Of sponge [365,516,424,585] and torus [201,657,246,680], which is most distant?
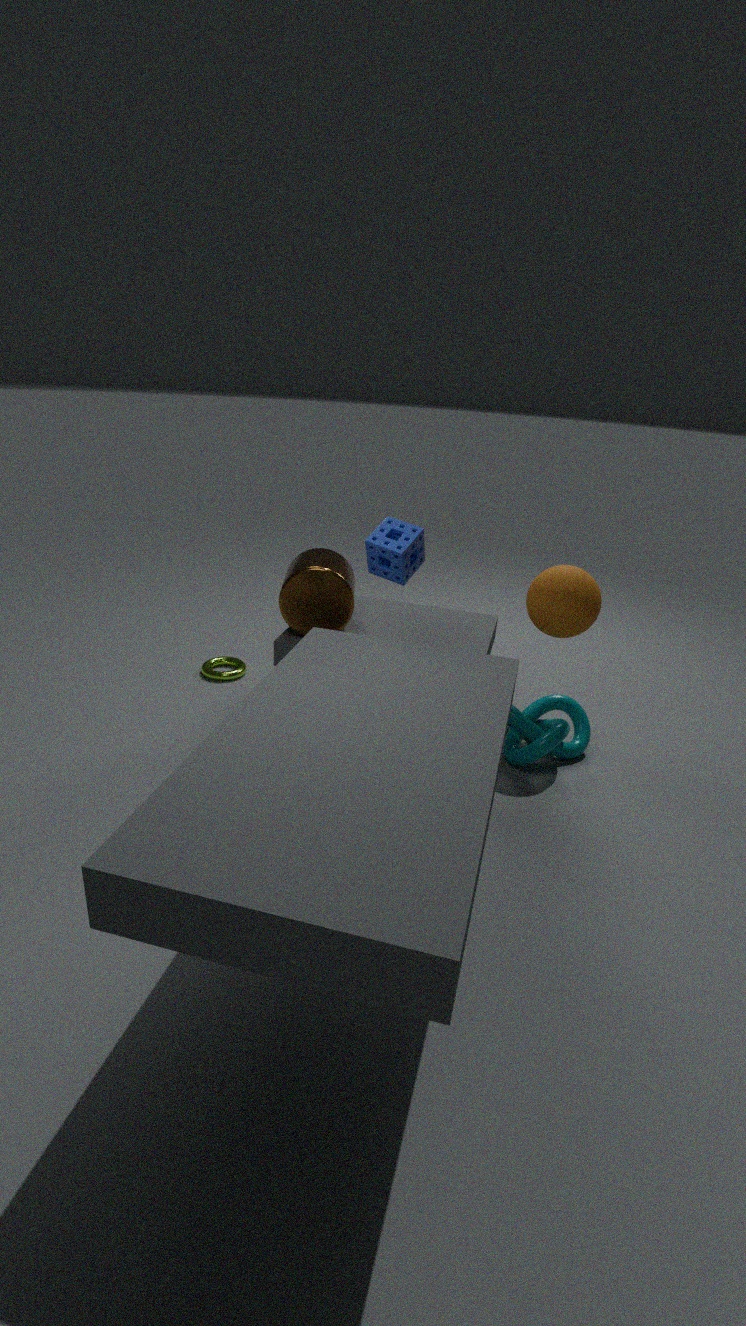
torus [201,657,246,680]
